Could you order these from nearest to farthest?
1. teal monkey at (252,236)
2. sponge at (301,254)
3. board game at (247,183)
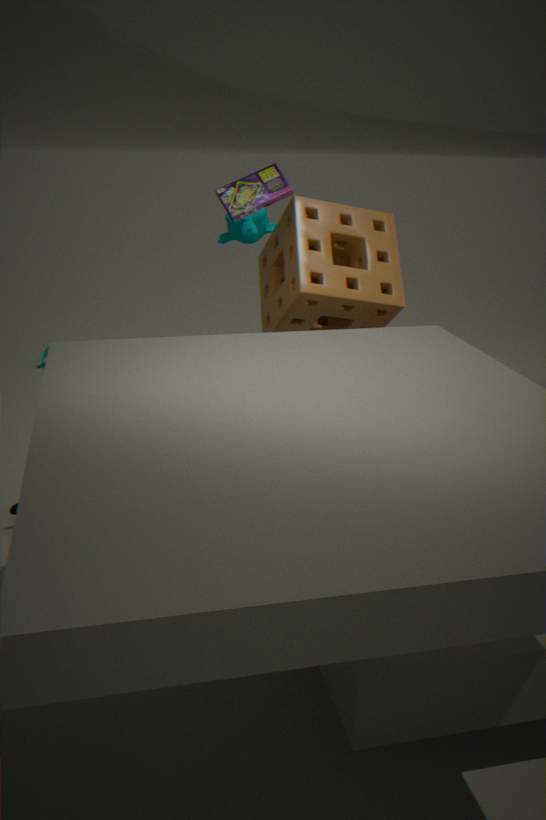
board game at (247,183) → sponge at (301,254) → teal monkey at (252,236)
